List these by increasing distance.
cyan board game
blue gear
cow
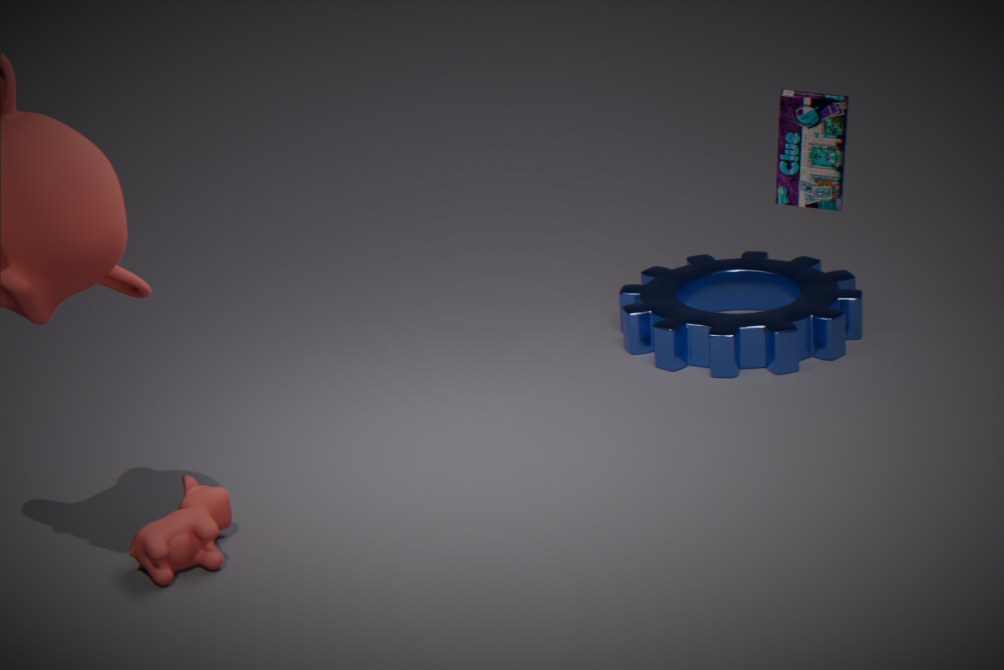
cow
cyan board game
blue gear
